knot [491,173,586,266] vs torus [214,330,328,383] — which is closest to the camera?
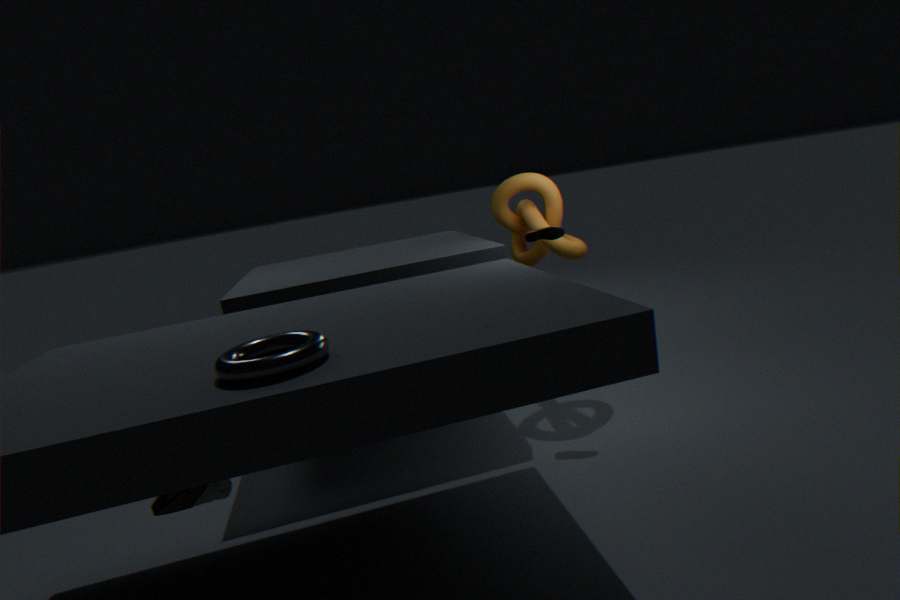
torus [214,330,328,383]
